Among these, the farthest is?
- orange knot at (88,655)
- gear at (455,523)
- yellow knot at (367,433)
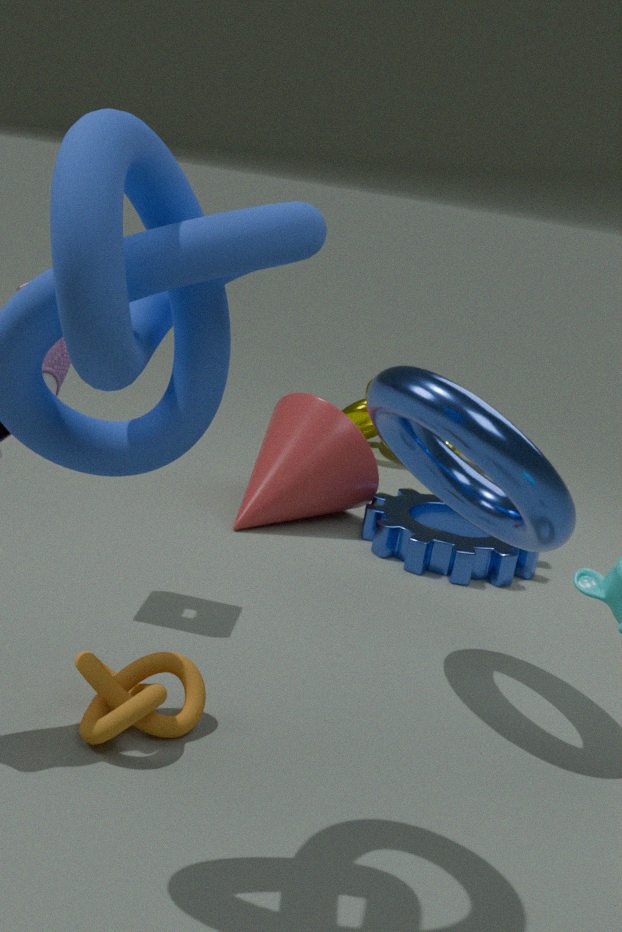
yellow knot at (367,433)
